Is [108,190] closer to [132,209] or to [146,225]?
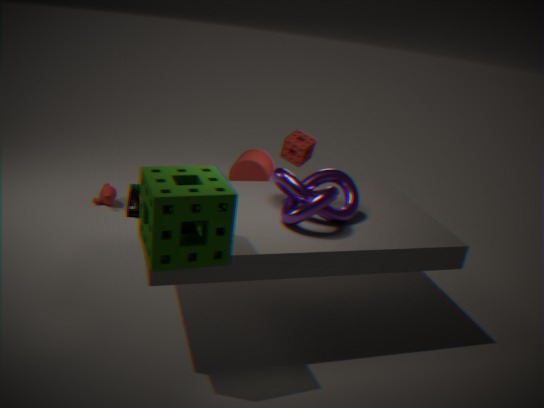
[132,209]
